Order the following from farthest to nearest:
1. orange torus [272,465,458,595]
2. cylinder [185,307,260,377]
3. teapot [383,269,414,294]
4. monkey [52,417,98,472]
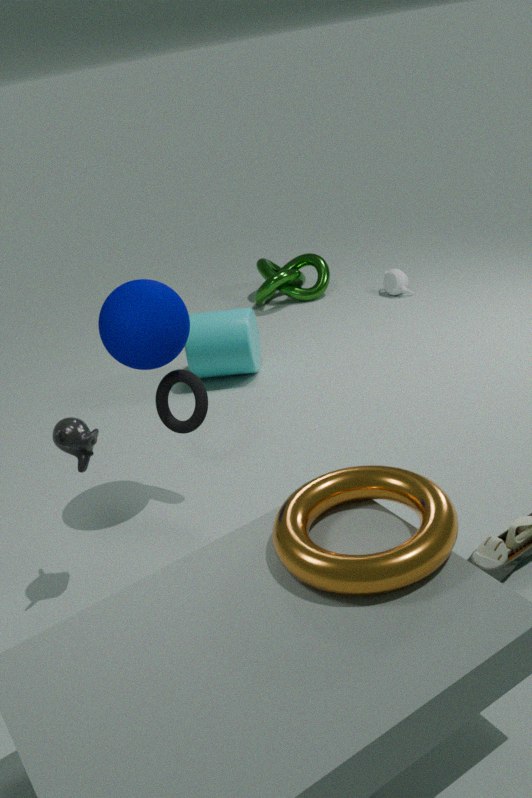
1. teapot [383,269,414,294]
2. cylinder [185,307,260,377]
3. monkey [52,417,98,472]
4. orange torus [272,465,458,595]
